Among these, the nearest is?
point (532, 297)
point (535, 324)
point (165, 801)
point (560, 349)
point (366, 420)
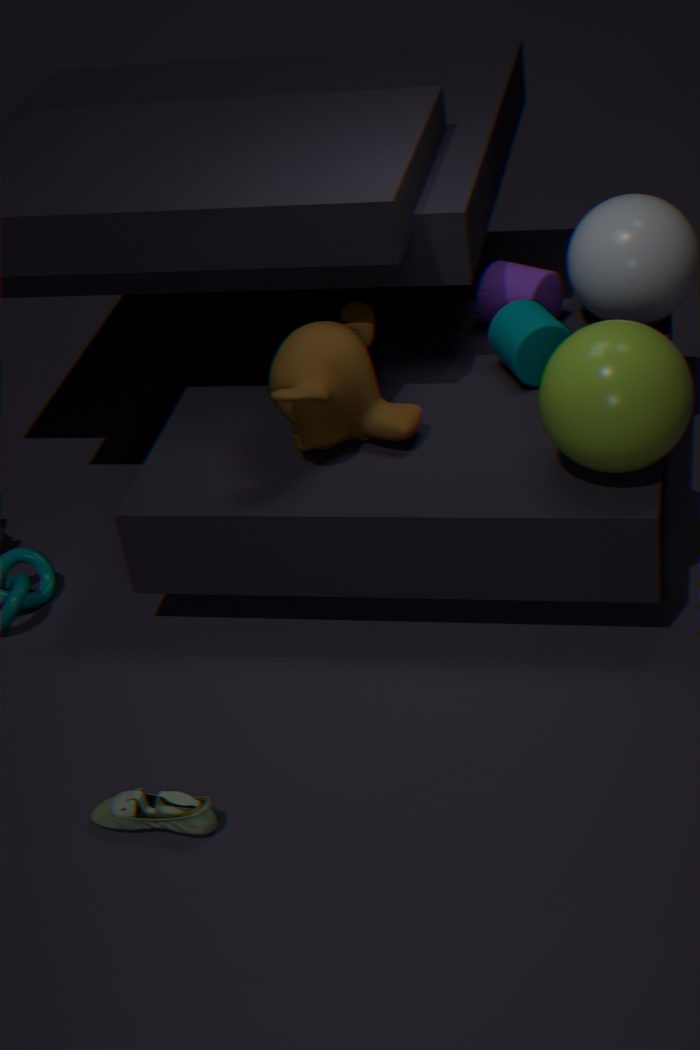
point (165, 801)
